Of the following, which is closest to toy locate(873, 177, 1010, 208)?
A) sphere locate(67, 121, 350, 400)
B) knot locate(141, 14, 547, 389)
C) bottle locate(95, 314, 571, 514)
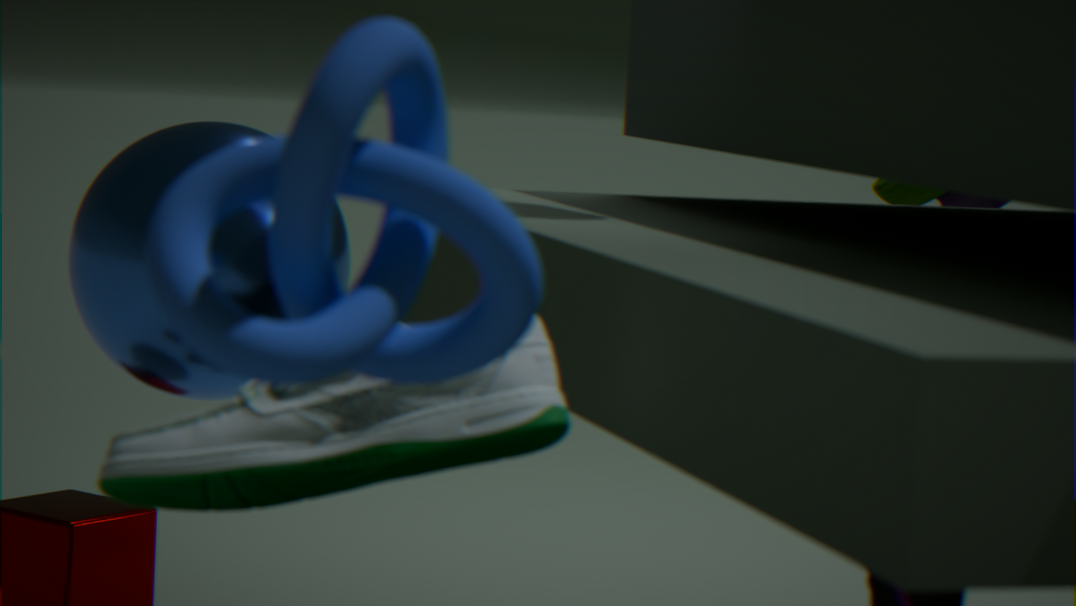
sphere locate(67, 121, 350, 400)
